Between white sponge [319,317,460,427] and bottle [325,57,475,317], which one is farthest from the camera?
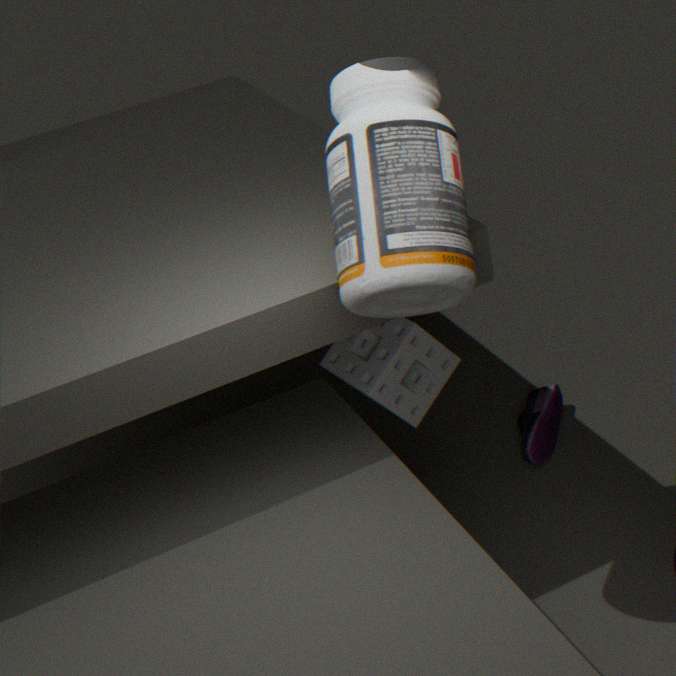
white sponge [319,317,460,427]
